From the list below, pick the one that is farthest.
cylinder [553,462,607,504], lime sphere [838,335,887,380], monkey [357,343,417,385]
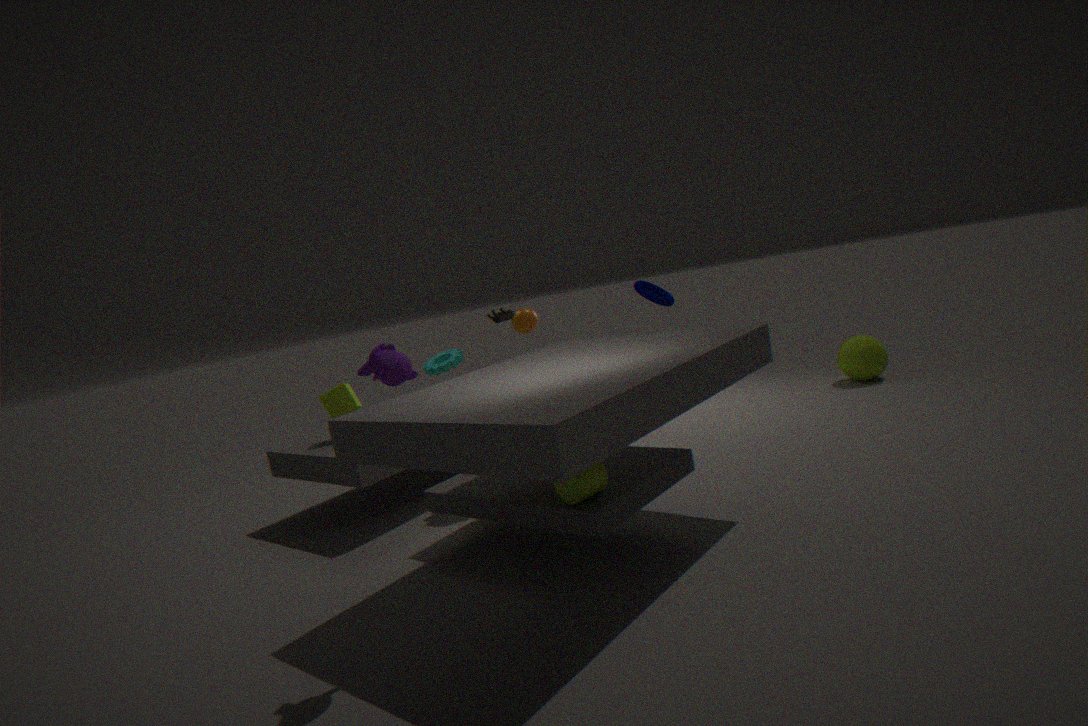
lime sphere [838,335,887,380]
